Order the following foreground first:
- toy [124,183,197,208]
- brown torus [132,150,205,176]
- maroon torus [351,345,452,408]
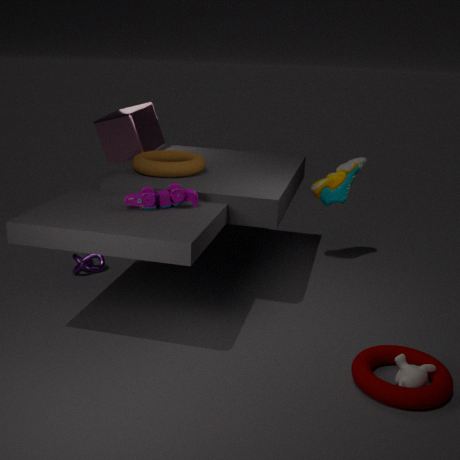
1. maroon torus [351,345,452,408]
2. toy [124,183,197,208]
3. brown torus [132,150,205,176]
